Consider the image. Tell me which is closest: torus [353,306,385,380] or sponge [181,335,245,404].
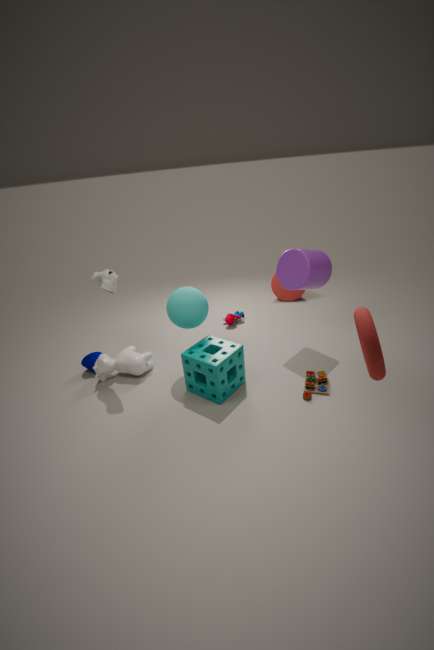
torus [353,306,385,380]
